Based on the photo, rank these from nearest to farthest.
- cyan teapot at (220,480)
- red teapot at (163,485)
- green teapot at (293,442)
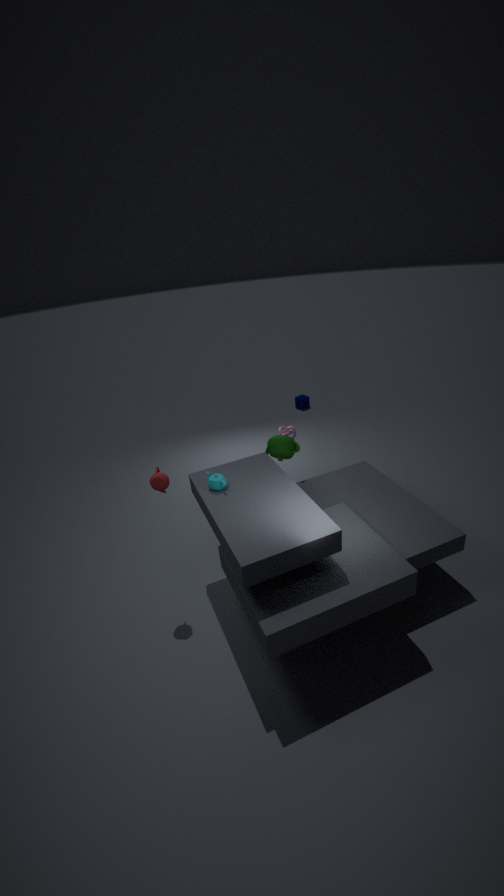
red teapot at (163,485), cyan teapot at (220,480), green teapot at (293,442)
